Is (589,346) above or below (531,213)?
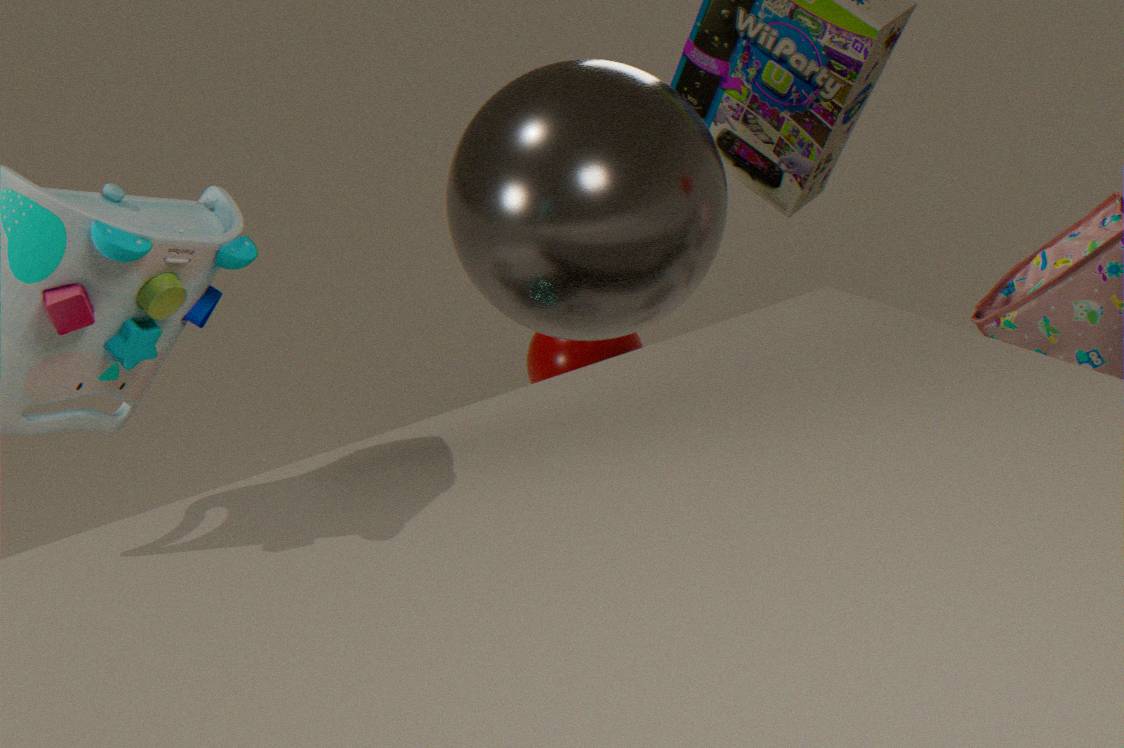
below
